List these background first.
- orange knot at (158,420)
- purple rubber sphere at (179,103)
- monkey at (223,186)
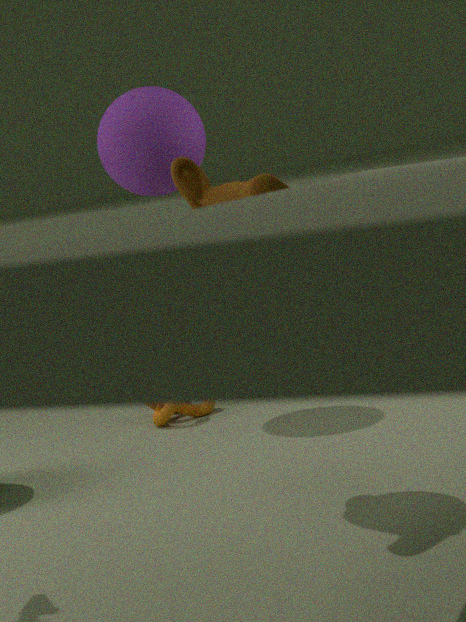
1. purple rubber sphere at (179,103)
2. monkey at (223,186)
3. orange knot at (158,420)
